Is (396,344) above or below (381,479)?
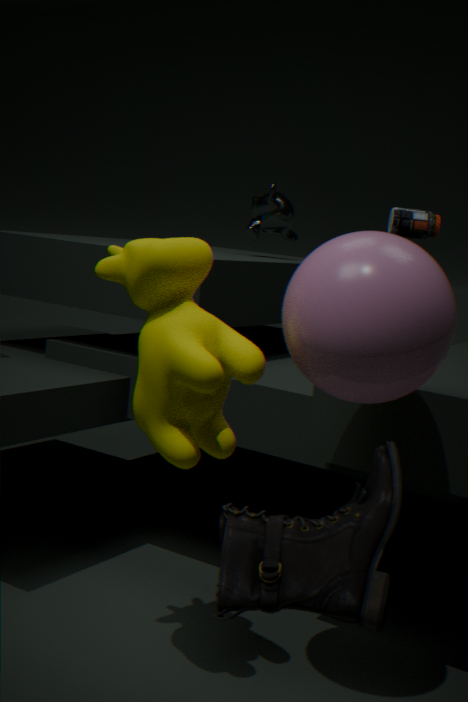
above
